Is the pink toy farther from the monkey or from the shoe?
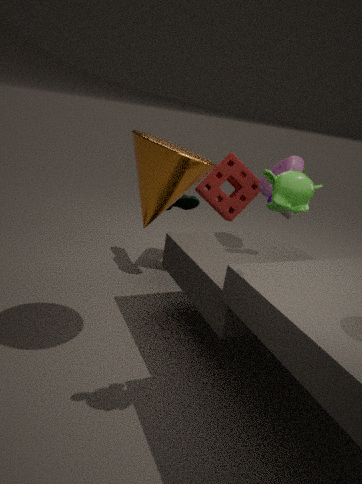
the monkey
